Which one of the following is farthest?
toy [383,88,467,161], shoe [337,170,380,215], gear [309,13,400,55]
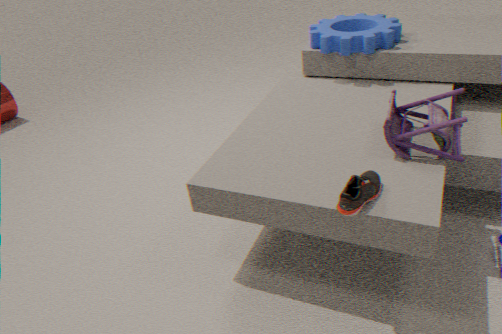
gear [309,13,400,55]
